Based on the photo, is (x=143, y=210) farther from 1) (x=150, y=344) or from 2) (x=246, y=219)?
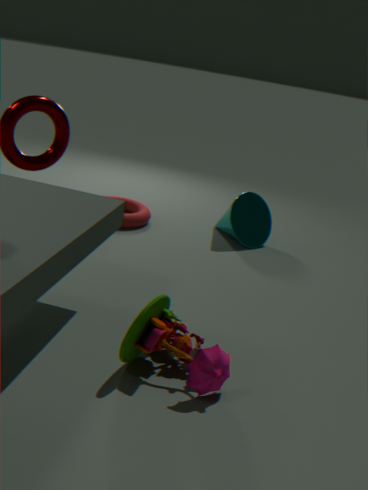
1) (x=150, y=344)
